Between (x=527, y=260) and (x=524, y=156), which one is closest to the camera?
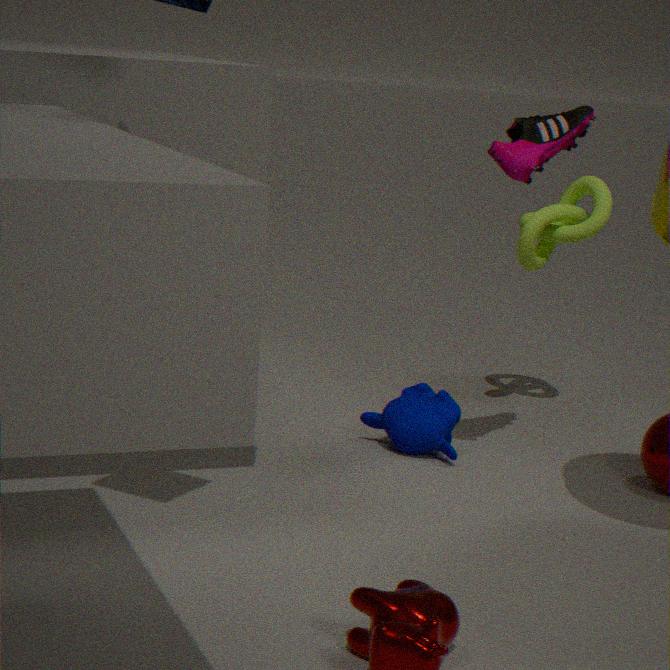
(x=524, y=156)
